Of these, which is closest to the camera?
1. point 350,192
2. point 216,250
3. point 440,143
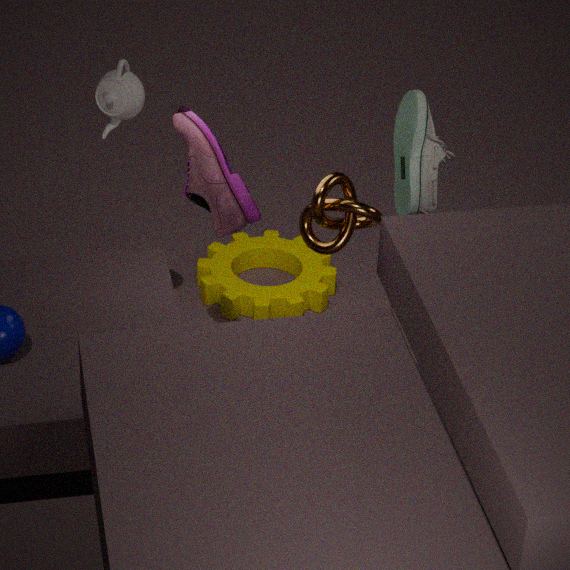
point 350,192
